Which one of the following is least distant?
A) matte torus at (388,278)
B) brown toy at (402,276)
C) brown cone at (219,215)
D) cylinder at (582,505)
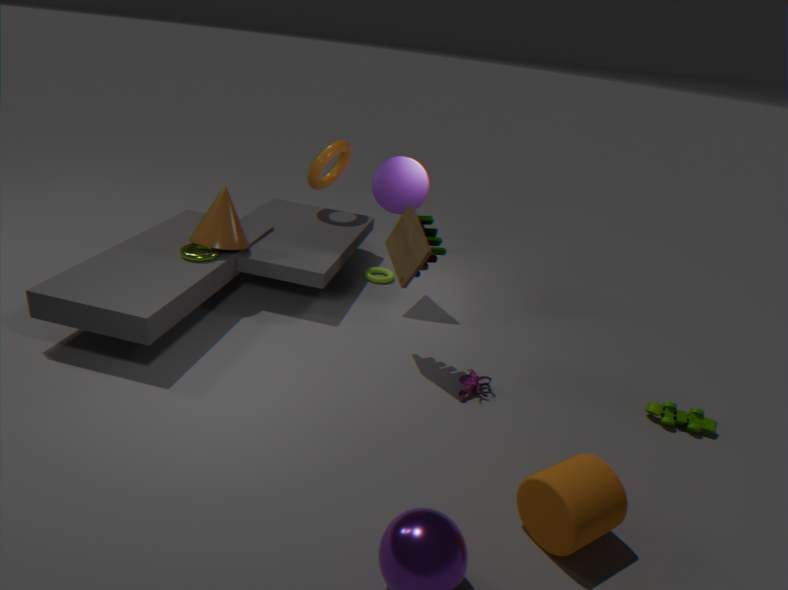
cylinder at (582,505)
